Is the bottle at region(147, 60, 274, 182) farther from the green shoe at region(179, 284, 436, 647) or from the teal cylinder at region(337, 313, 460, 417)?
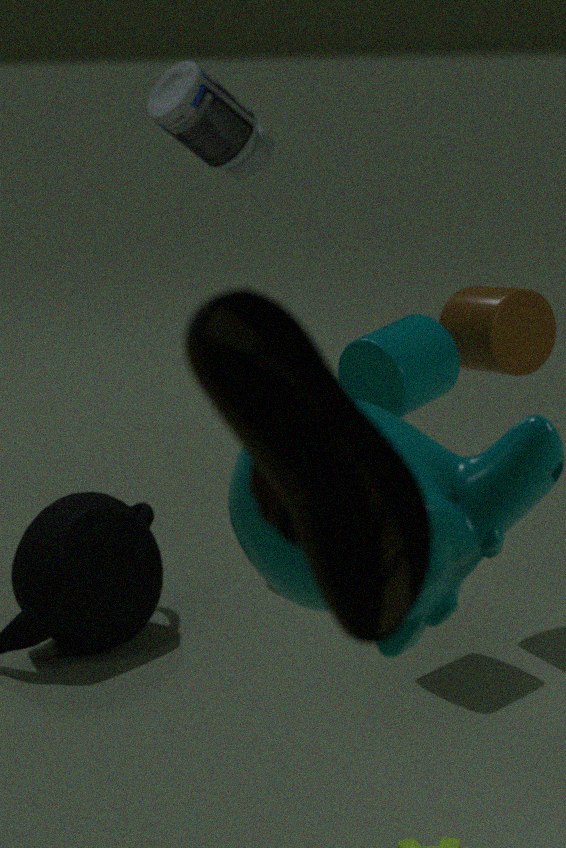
the green shoe at region(179, 284, 436, 647)
